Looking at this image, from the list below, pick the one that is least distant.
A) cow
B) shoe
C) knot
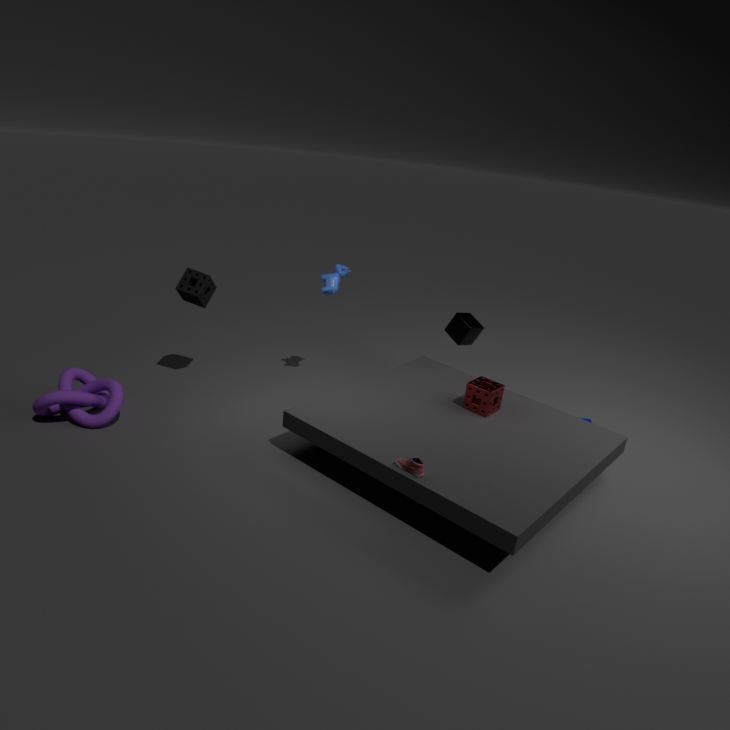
shoe
